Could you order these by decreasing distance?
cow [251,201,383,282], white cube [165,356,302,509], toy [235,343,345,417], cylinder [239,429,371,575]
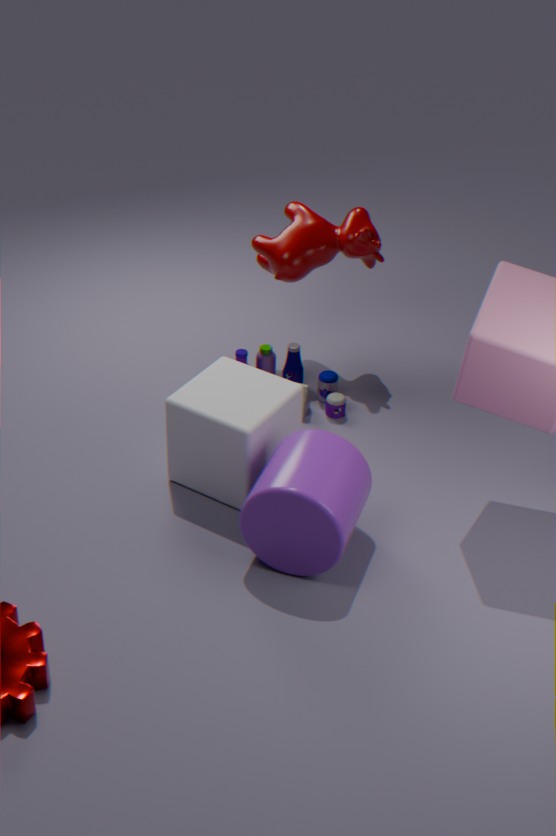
cow [251,201,383,282], toy [235,343,345,417], white cube [165,356,302,509], cylinder [239,429,371,575]
